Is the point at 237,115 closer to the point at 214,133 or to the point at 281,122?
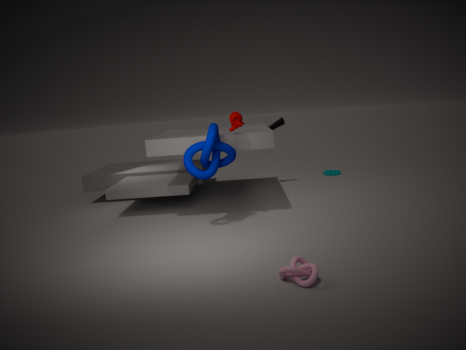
the point at 214,133
